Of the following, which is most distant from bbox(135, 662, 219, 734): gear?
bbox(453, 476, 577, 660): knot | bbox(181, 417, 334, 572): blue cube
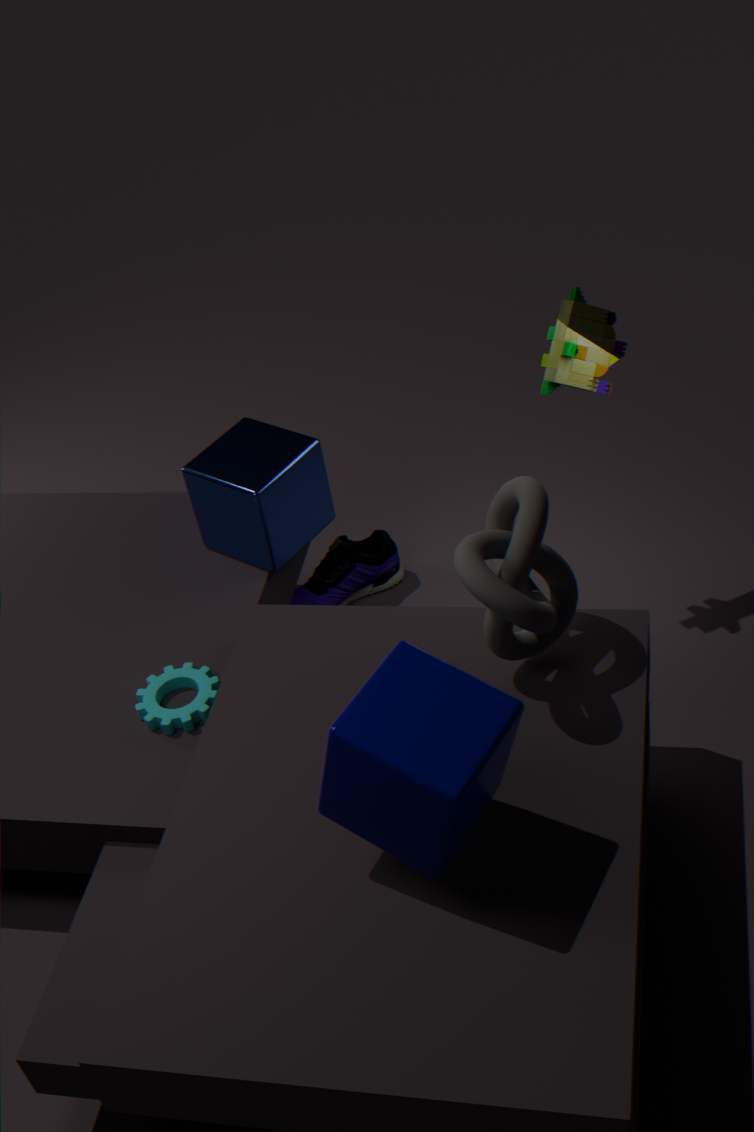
bbox(453, 476, 577, 660): knot
